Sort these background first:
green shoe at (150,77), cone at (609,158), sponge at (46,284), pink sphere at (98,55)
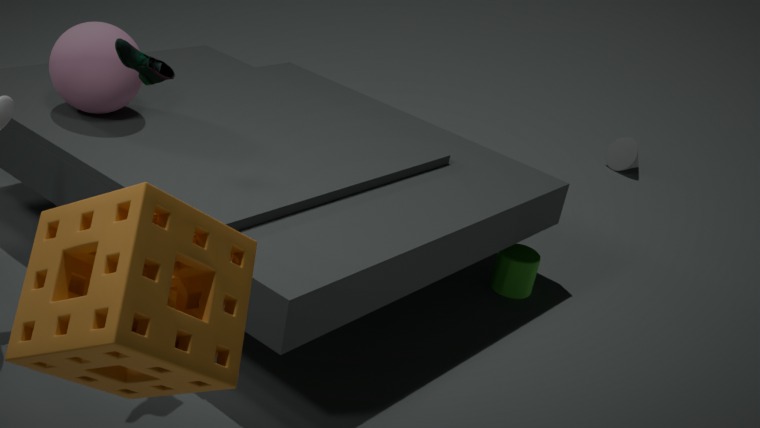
cone at (609,158)
pink sphere at (98,55)
green shoe at (150,77)
sponge at (46,284)
